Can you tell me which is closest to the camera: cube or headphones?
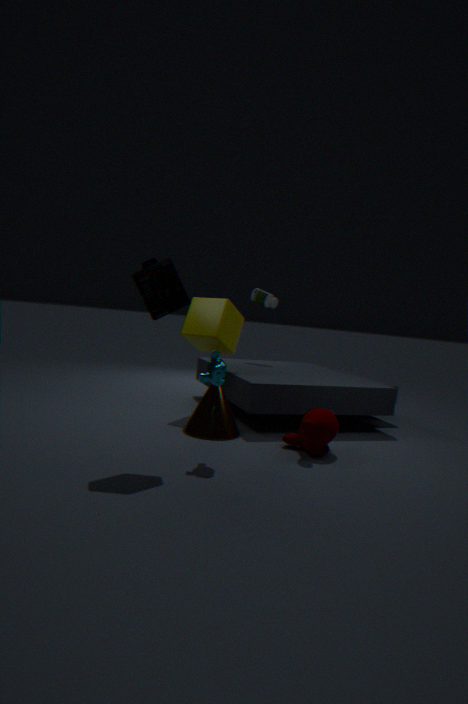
headphones
